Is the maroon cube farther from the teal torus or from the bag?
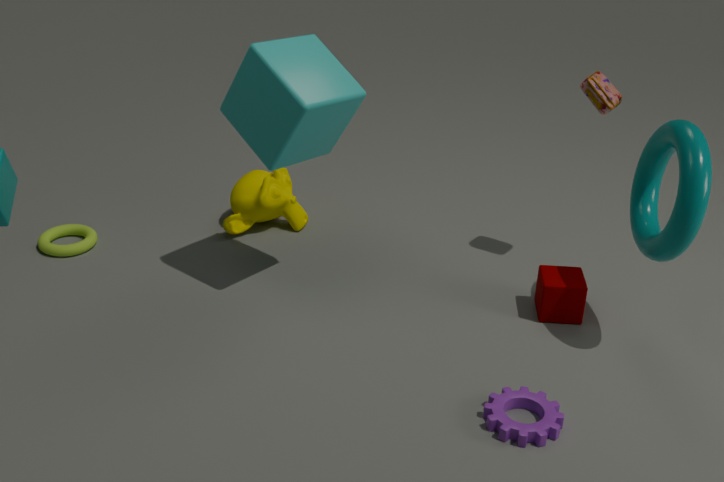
the bag
